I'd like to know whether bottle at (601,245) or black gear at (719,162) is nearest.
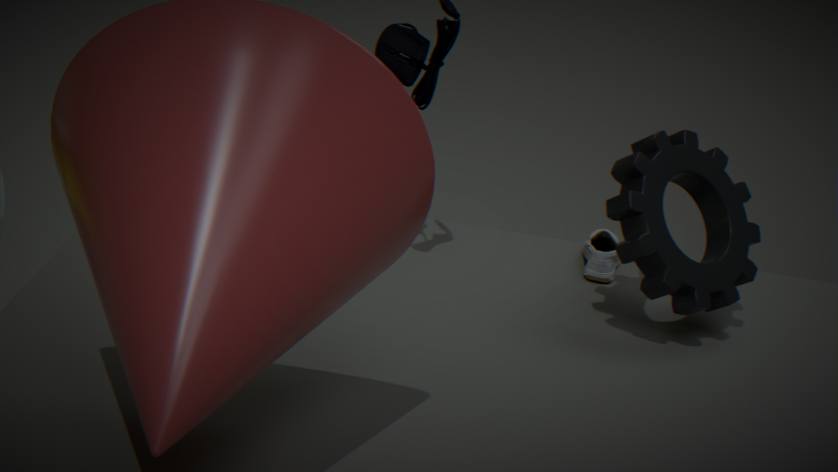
black gear at (719,162)
